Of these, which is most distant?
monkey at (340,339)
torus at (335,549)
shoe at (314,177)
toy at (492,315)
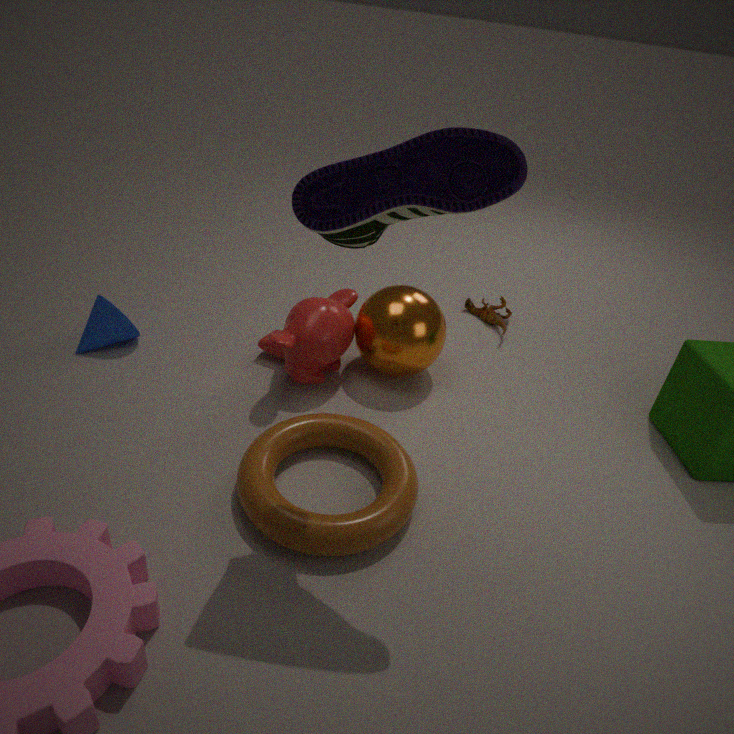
toy at (492,315)
